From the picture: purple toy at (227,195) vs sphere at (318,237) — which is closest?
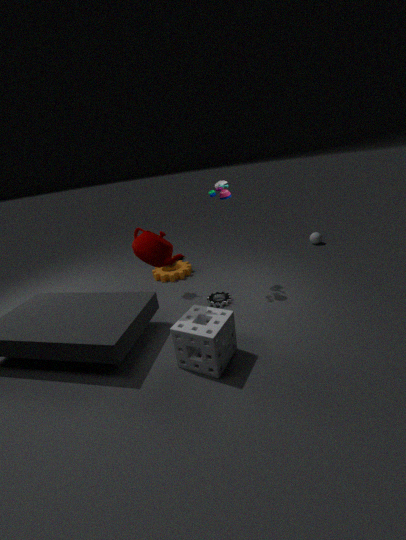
purple toy at (227,195)
